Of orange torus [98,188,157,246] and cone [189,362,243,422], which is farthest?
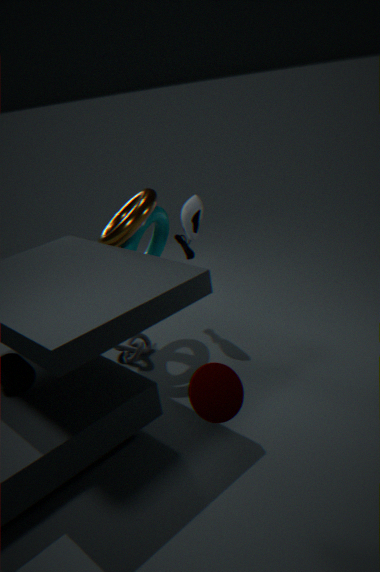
orange torus [98,188,157,246]
